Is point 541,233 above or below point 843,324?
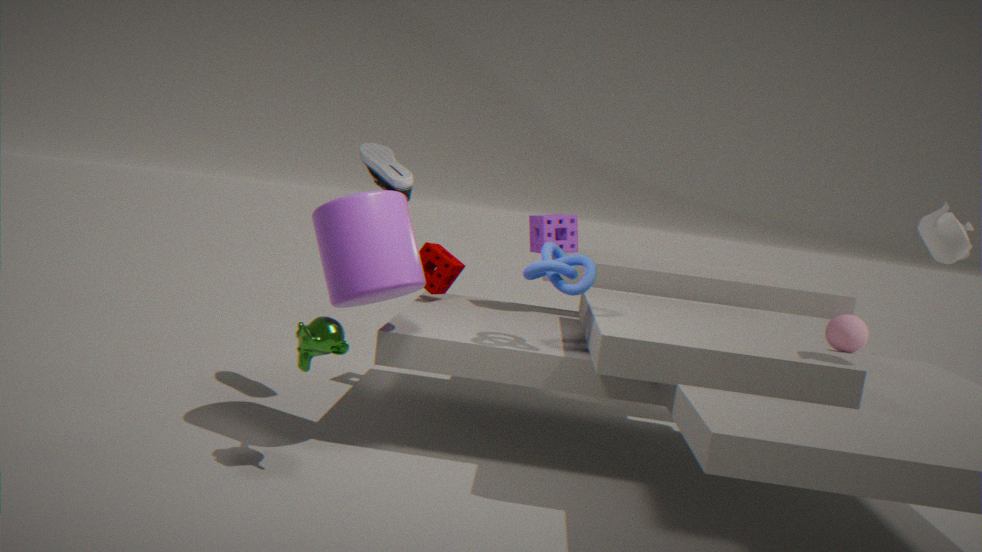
above
